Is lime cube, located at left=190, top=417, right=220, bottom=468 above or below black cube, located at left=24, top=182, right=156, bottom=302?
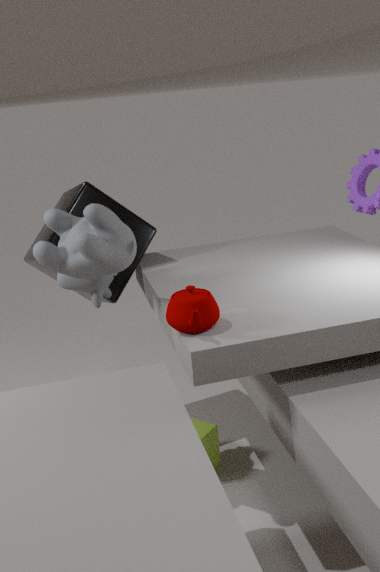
below
